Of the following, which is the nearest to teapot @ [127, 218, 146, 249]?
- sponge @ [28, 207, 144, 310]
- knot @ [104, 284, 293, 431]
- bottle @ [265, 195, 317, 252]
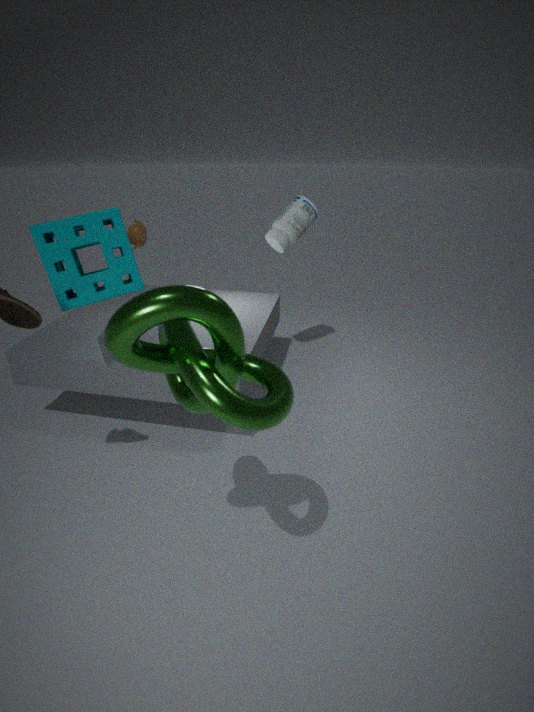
sponge @ [28, 207, 144, 310]
